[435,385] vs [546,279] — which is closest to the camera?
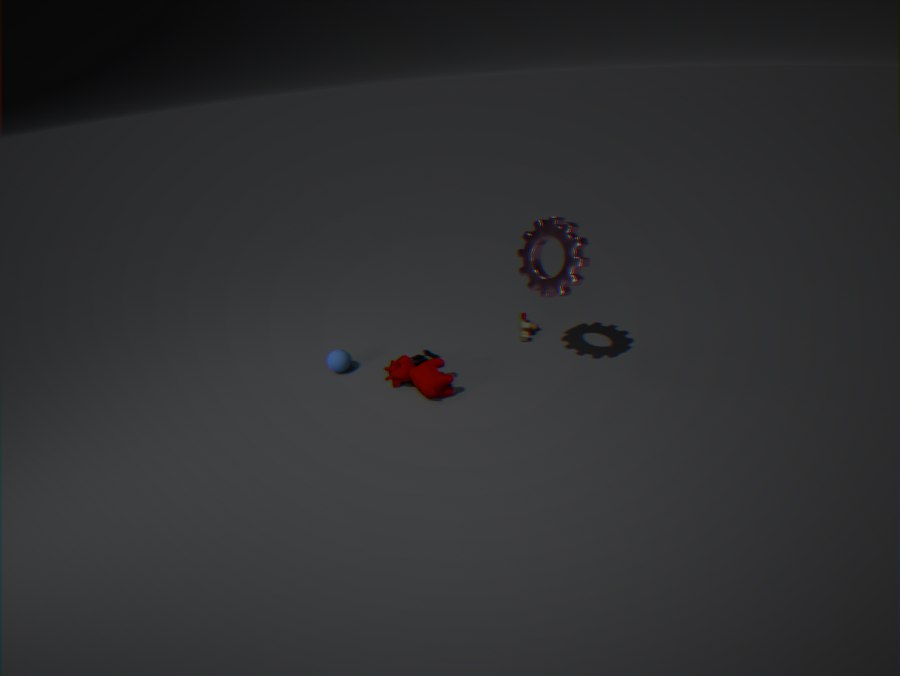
[546,279]
